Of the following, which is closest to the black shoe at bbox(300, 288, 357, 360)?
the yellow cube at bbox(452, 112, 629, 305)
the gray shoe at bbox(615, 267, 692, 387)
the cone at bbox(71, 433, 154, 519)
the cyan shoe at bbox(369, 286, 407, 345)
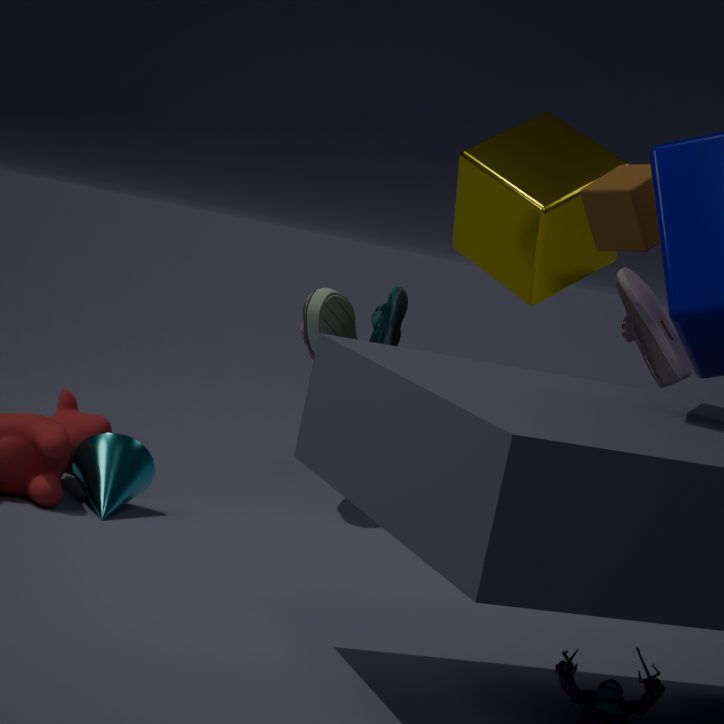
the cyan shoe at bbox(369, 286, 407, 345)
